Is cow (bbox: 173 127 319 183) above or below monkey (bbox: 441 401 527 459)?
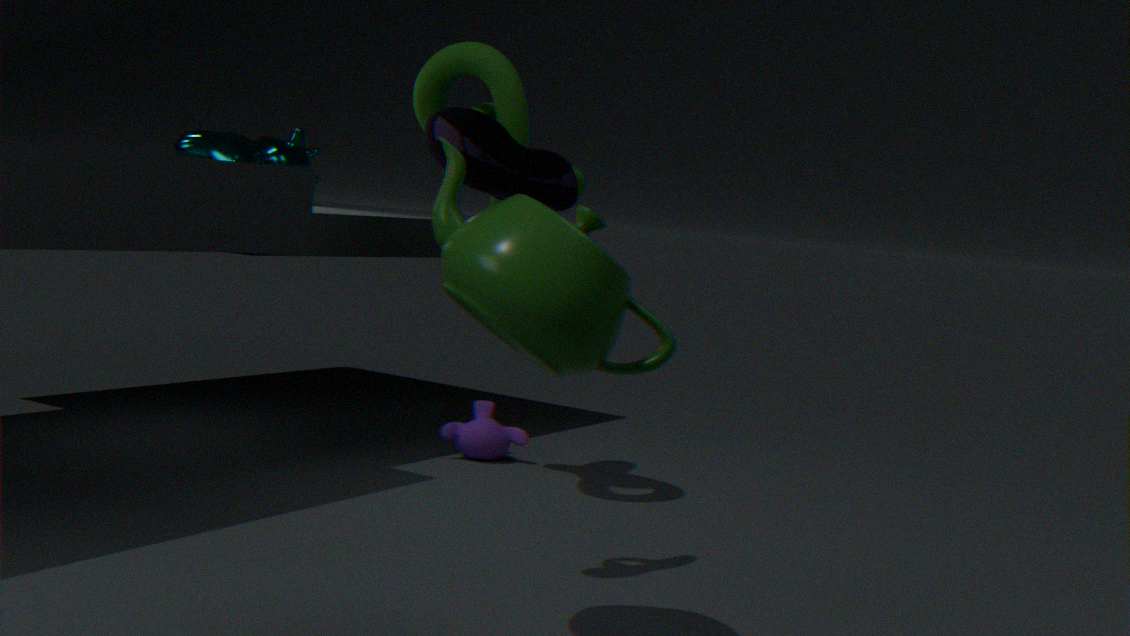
above
